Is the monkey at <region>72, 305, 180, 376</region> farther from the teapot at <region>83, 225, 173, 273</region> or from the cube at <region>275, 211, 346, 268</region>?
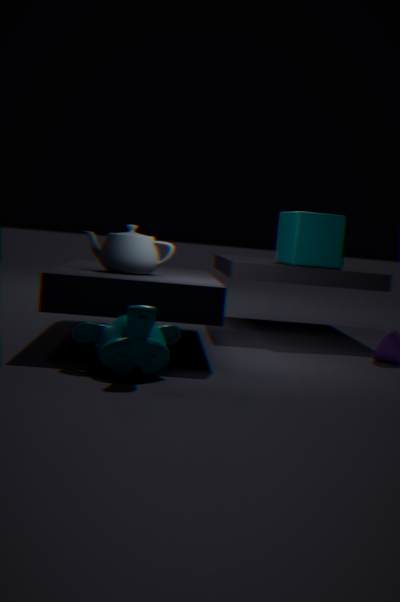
the cube at <region>275, 211, 346, 268</region>
